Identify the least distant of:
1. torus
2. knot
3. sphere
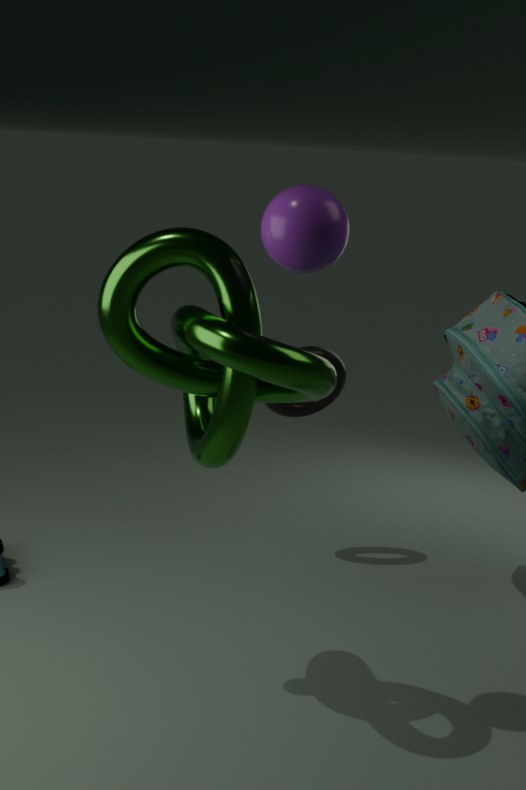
knot
